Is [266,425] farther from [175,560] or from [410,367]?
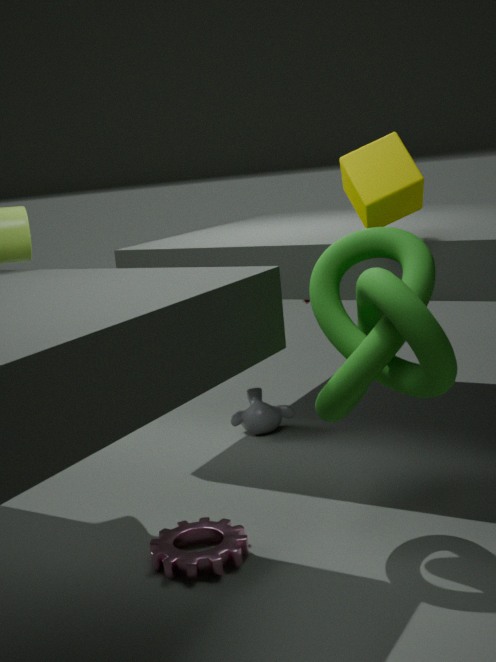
[410,367]
